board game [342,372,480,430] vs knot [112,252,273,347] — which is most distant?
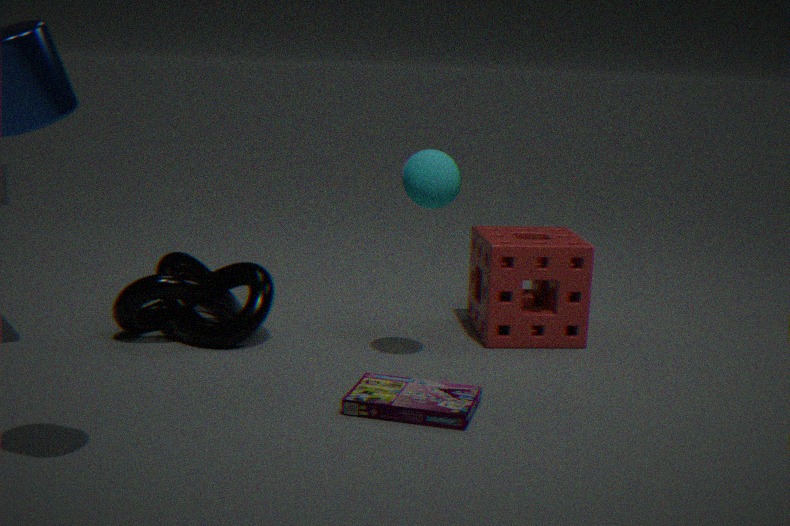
knot [112,252,273,347]
